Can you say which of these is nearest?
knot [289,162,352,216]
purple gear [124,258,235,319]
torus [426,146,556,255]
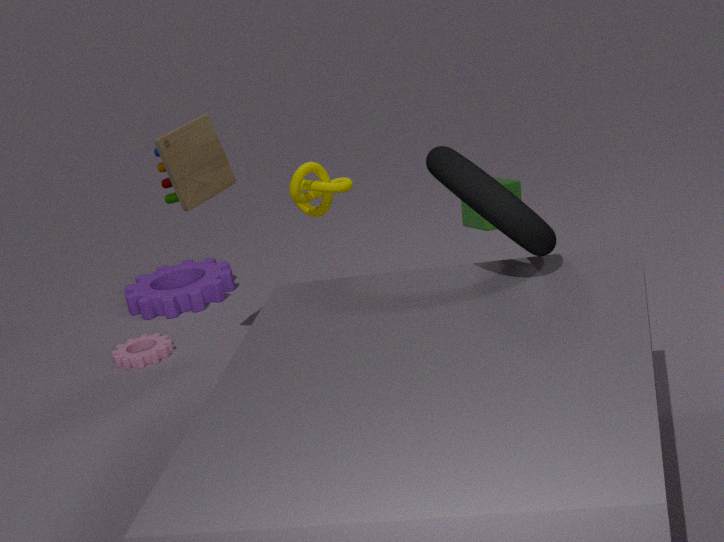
torus [426,146,556,255]
